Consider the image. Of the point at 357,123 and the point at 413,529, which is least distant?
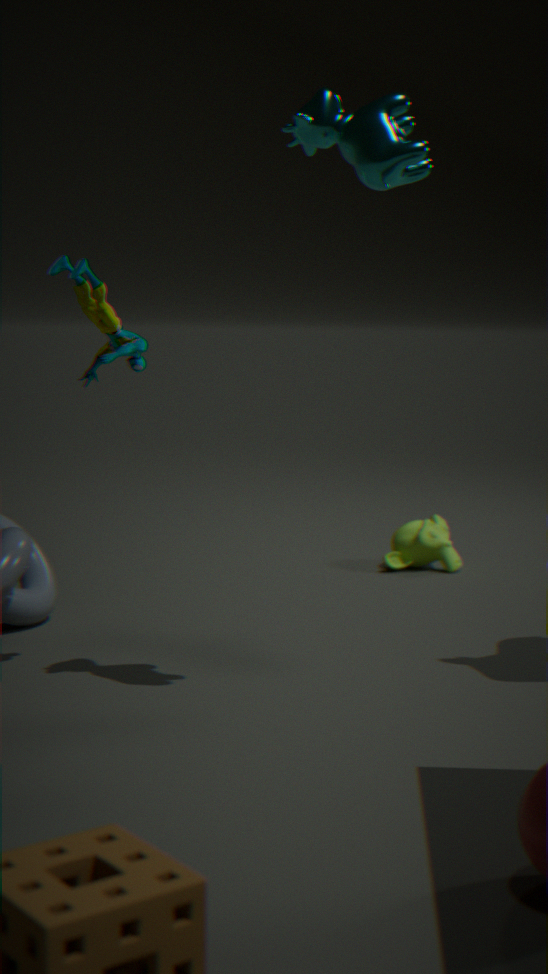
the point at 357,123
